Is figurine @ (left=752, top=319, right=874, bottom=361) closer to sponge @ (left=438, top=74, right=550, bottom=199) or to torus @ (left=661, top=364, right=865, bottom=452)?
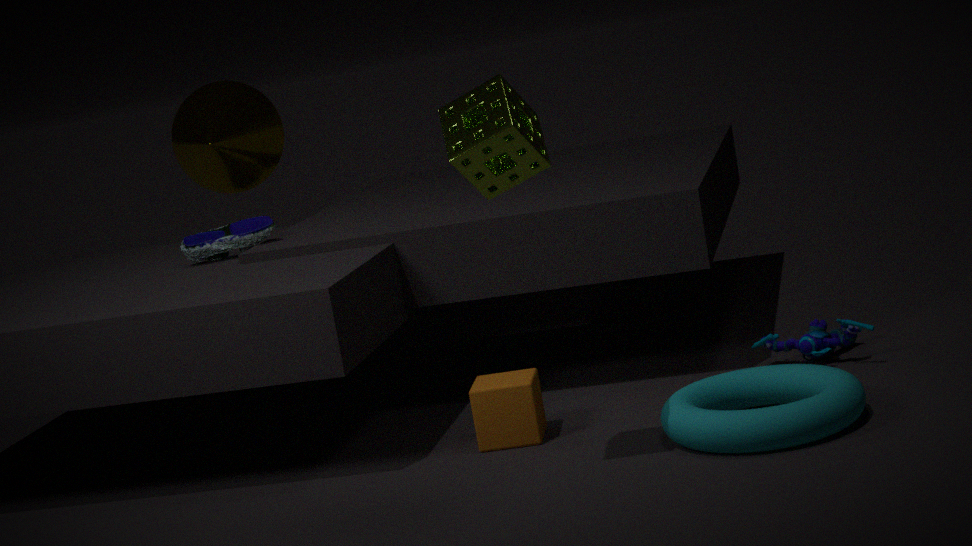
torus @ (left=661, top=364, right=865, bottom=452)
